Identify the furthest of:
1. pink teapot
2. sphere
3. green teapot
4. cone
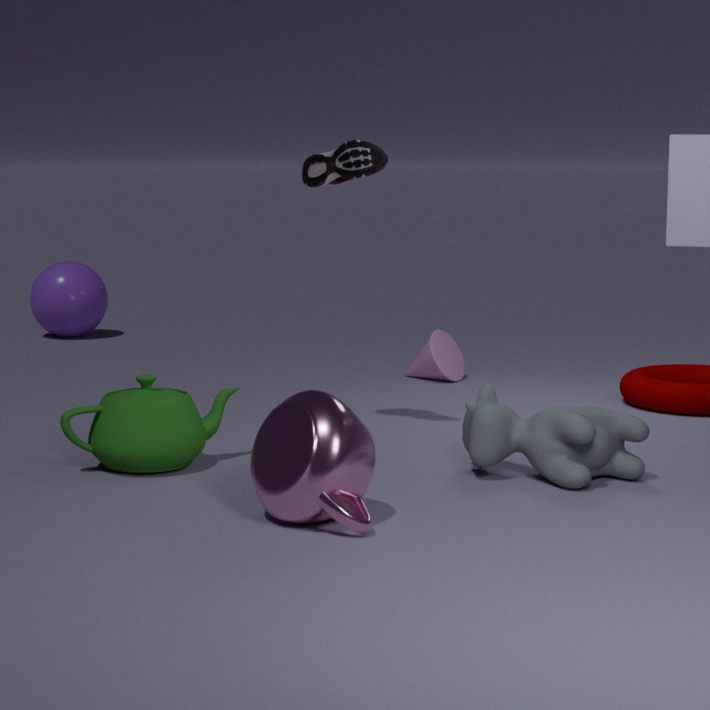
sphere
